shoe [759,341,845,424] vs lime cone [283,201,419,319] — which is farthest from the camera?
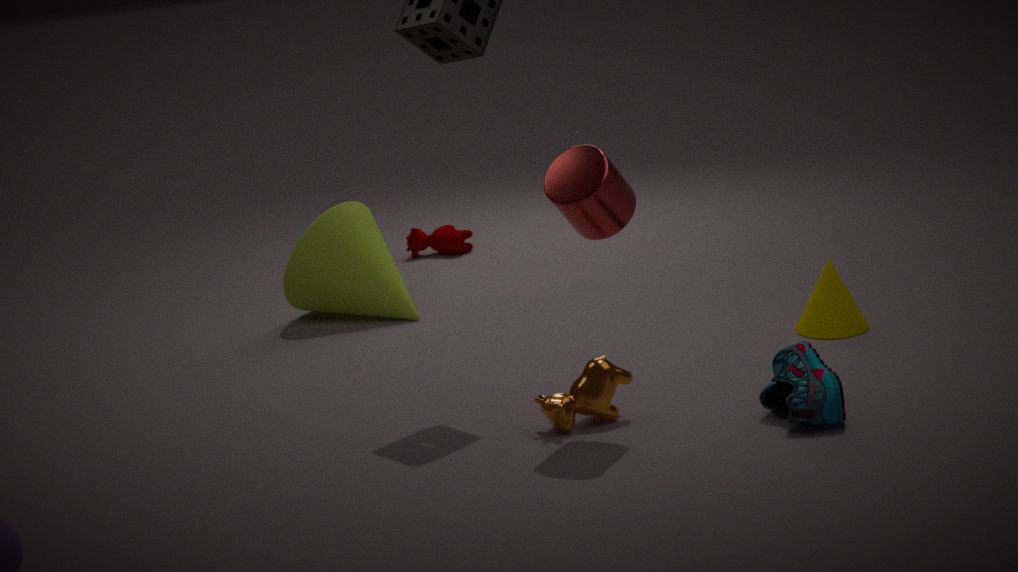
lime cone [283,201,419,319]
